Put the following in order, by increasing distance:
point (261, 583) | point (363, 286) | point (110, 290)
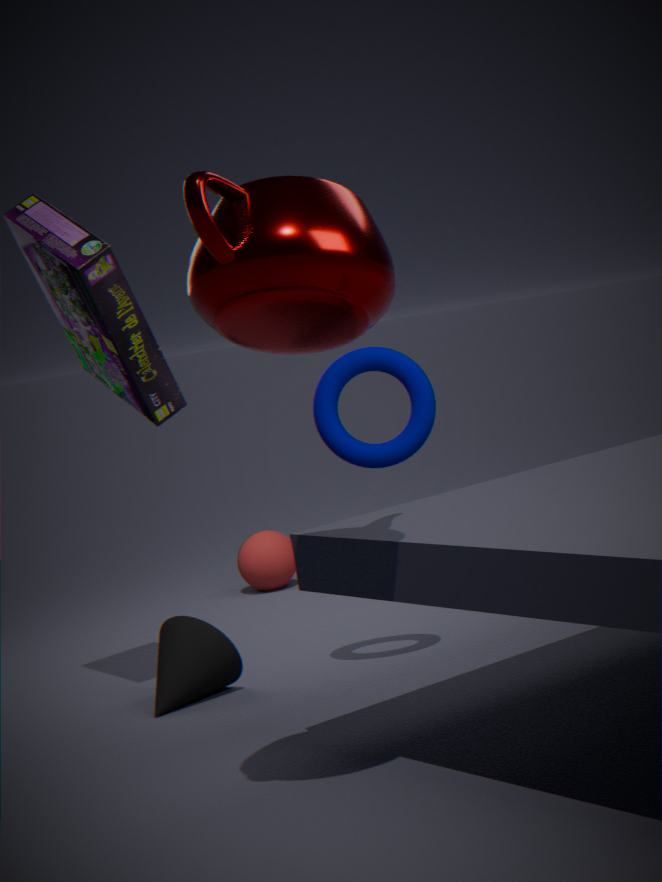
point (363, 286) < point (110, 290) < point (261, 583)
